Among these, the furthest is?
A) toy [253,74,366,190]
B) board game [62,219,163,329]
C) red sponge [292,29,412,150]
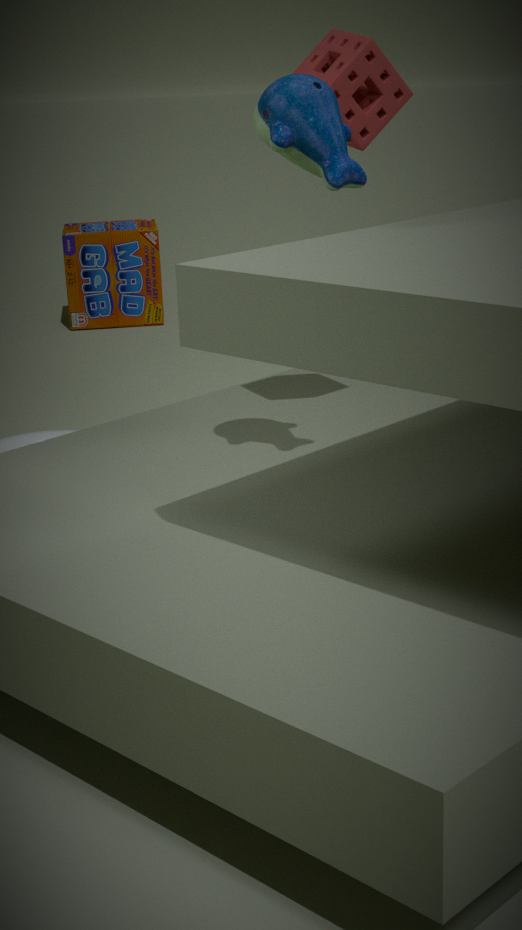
board game [62,219,163,329]
